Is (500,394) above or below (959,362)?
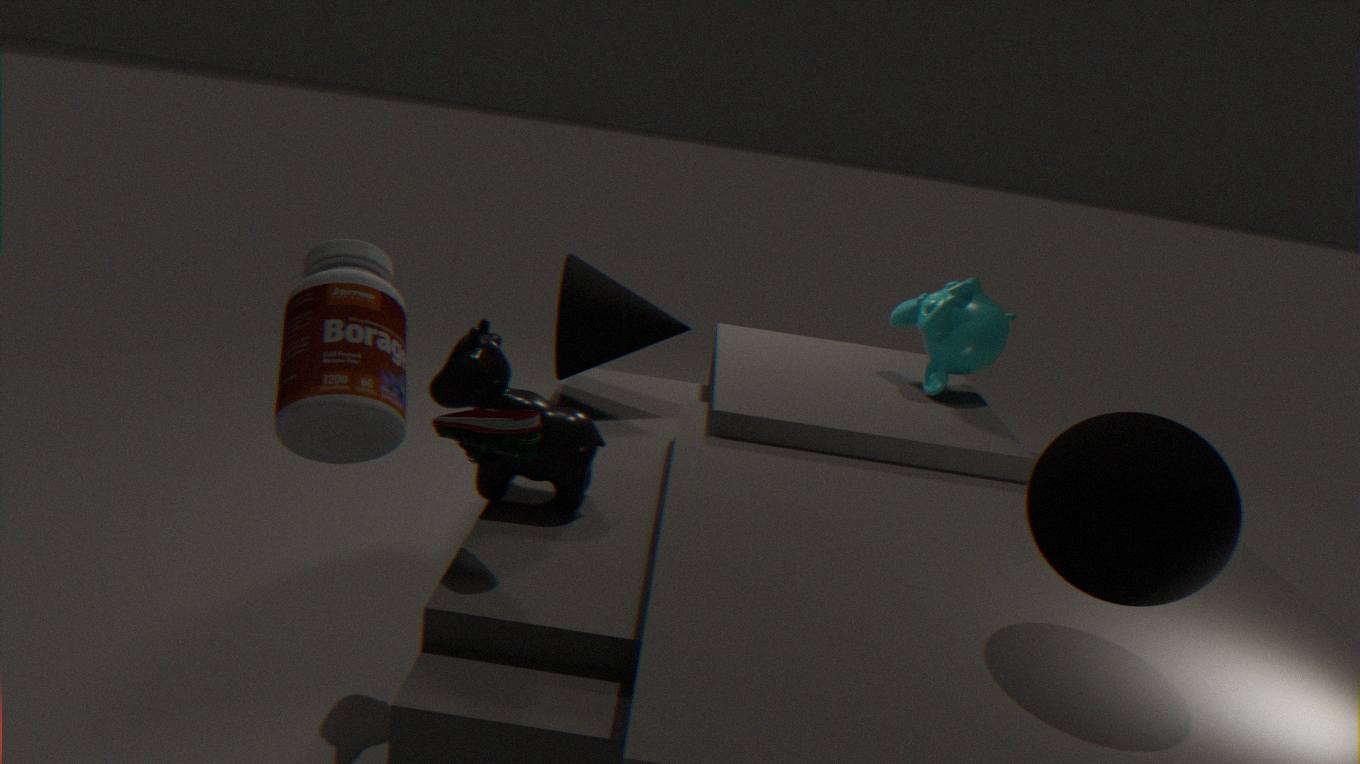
below
